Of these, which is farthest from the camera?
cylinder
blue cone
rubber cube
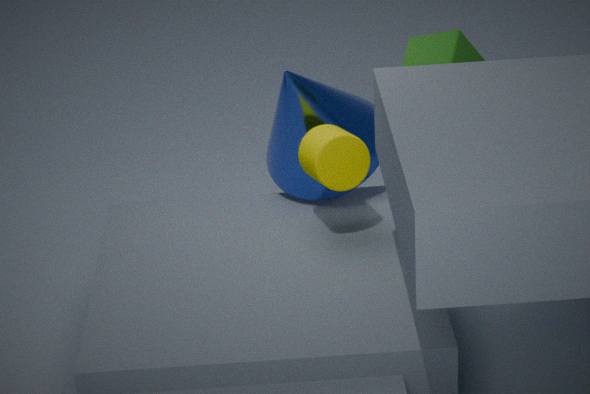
blue cone
